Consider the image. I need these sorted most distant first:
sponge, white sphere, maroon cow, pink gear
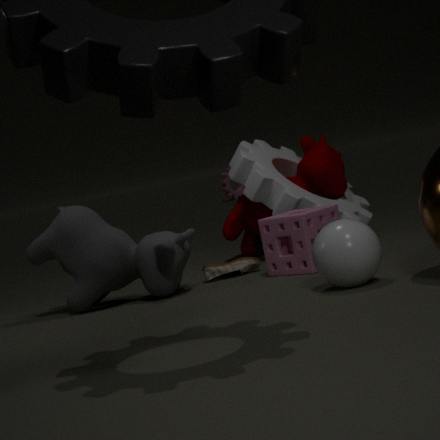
pink gear → maroon cow → sponge → white sphere
